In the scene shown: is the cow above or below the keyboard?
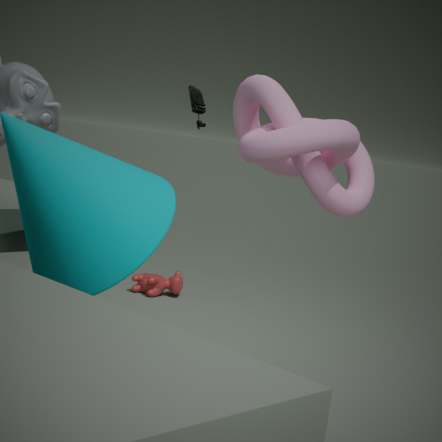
below
